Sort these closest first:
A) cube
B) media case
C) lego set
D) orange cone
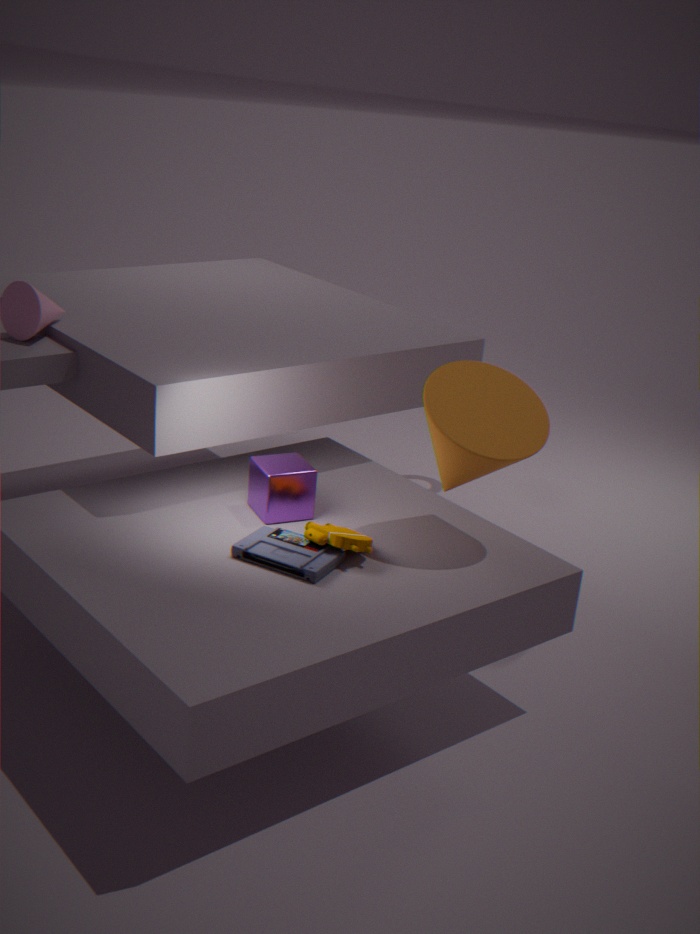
media case, lego set, orange cone, cube
